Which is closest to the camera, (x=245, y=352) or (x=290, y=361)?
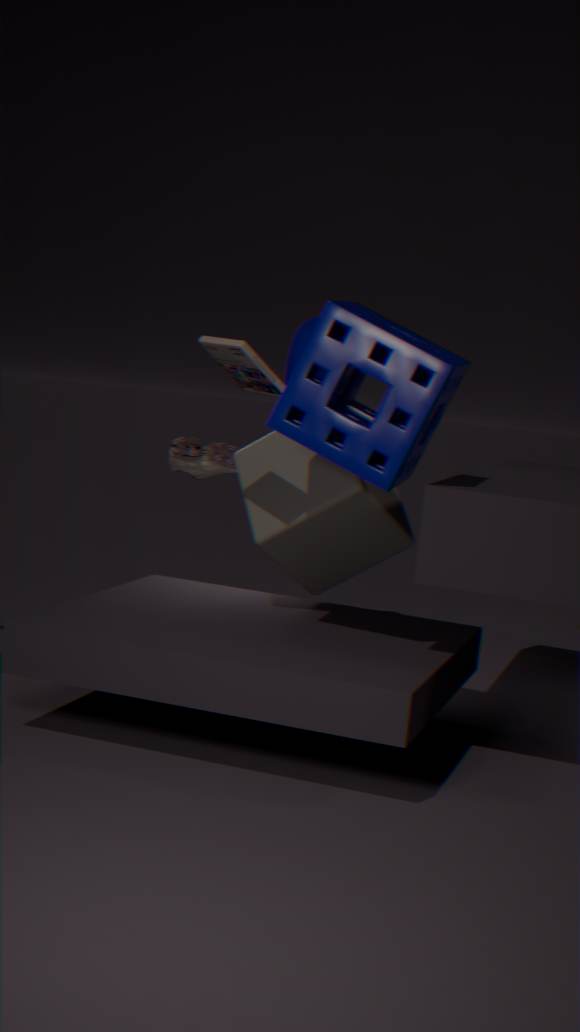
(x=245, y=352)
